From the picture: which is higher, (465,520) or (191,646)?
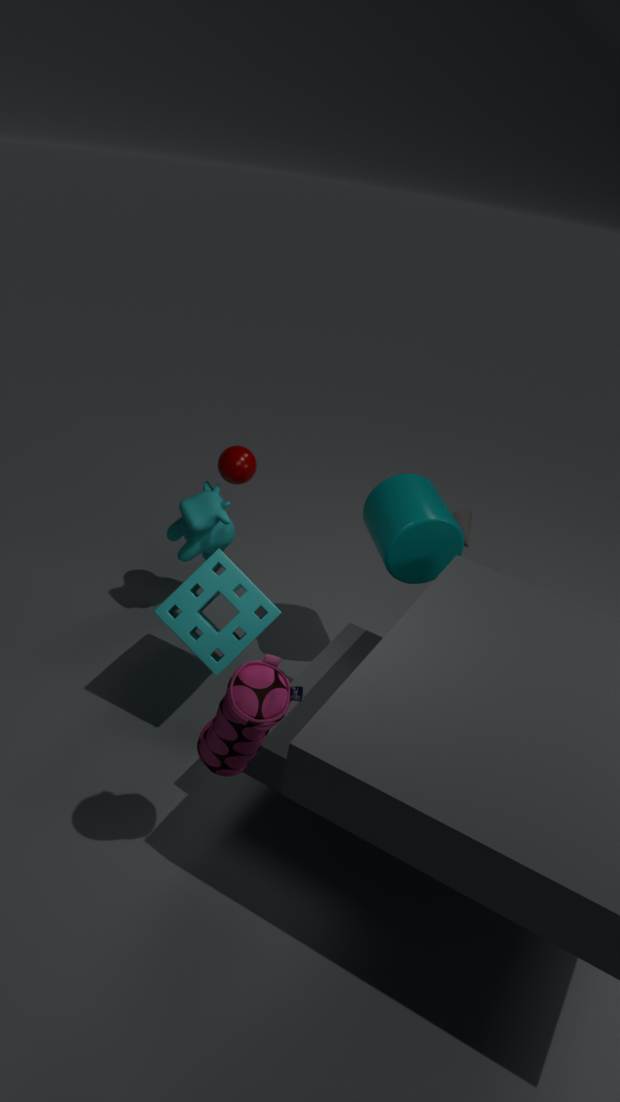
(191,646)
